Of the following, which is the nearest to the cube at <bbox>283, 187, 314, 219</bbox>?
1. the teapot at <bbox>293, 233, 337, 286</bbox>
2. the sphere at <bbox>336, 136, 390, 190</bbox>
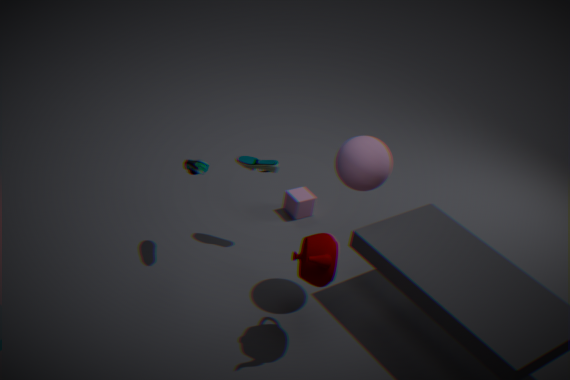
the sphere at <bbox>336, 136, 390, 190</bbox>
